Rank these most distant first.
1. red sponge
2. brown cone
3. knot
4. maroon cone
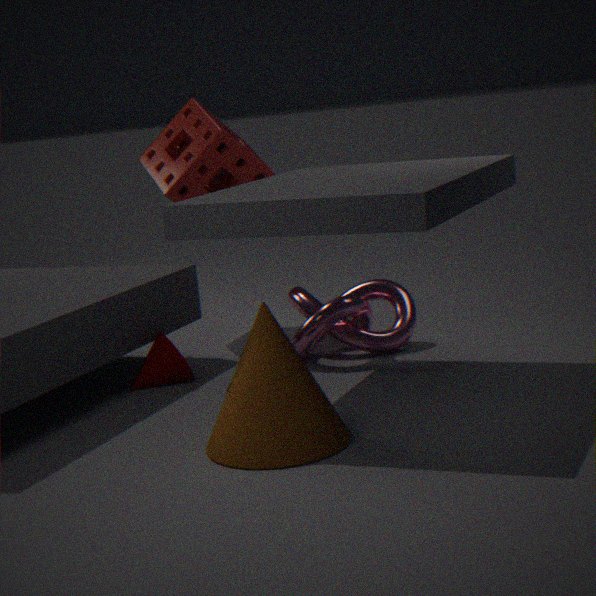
red sponge
knot
maroon cone
brown cone
